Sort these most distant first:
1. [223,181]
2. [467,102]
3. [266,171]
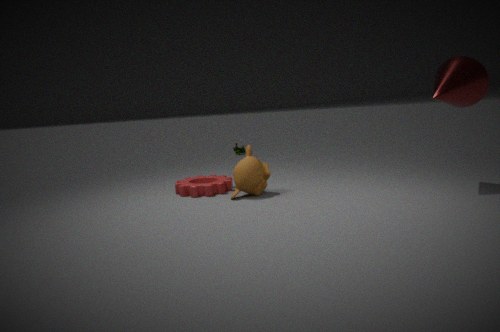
[223,181]
[266,171]
[467,102]
